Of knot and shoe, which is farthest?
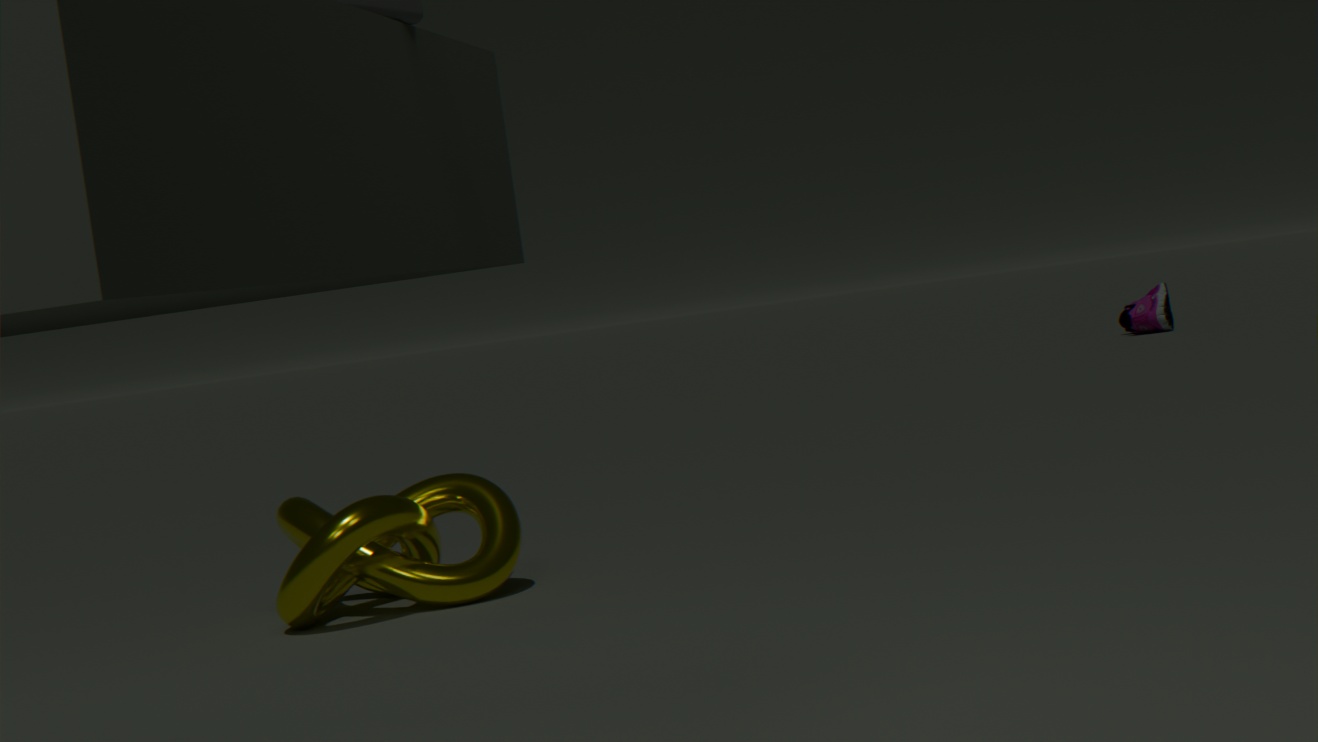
shoe
